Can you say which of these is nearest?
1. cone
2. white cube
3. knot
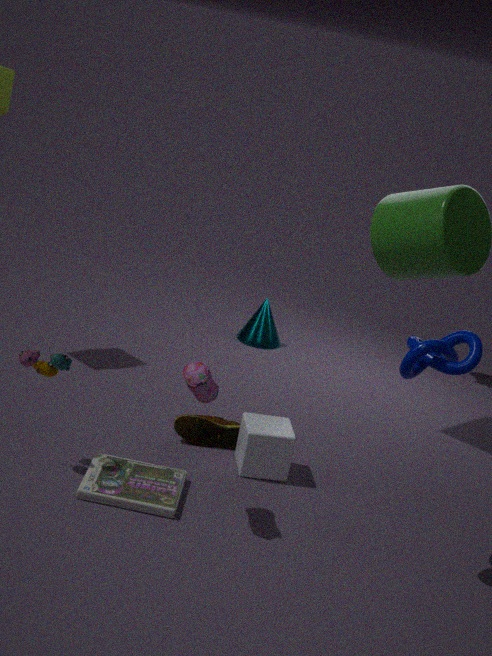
knot
